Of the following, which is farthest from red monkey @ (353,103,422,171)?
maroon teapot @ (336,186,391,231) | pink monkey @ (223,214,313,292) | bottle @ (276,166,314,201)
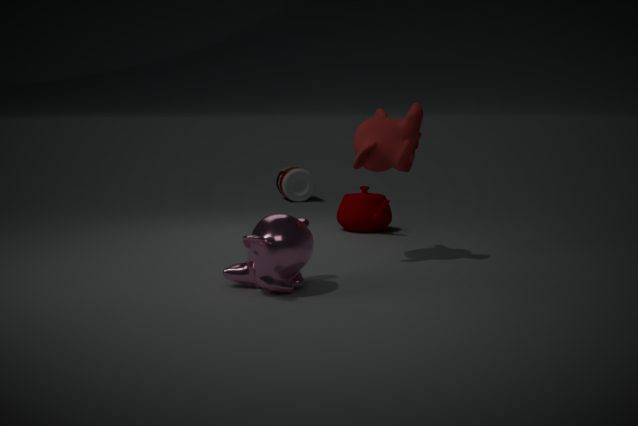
bottle @ (276,166,314,201)
